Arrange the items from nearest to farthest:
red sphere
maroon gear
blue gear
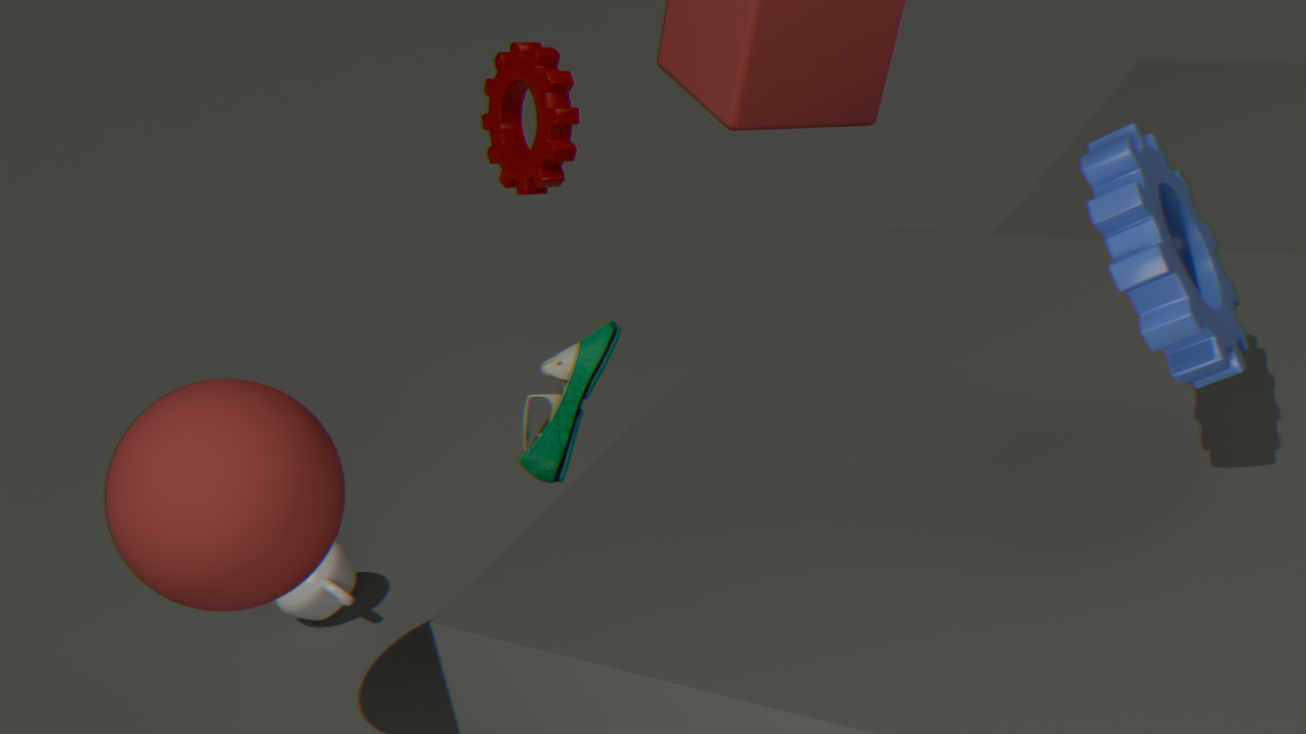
blue gear, red sphere, maroon gear
